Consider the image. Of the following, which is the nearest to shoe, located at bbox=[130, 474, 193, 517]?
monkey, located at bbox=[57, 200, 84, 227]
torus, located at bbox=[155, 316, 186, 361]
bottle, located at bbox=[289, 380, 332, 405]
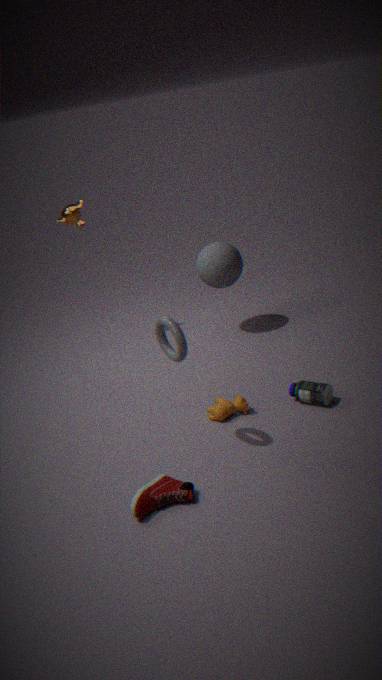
torus, located at bbox=[155, 316, 186, 361]
